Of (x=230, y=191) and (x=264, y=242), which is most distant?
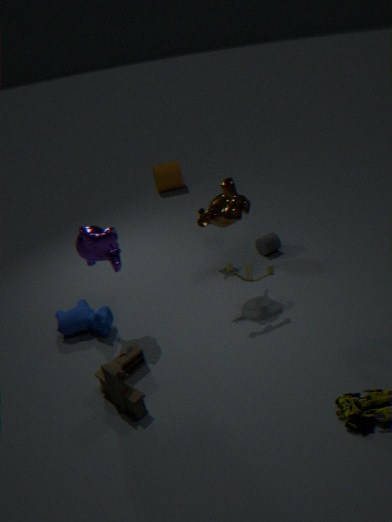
(x=264, y=242)
